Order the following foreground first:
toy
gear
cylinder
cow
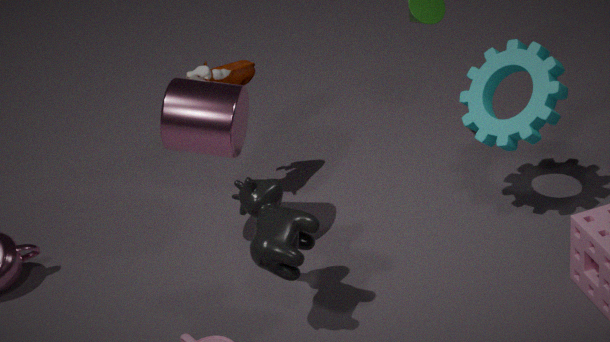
cow, cylinder, gear, toy
